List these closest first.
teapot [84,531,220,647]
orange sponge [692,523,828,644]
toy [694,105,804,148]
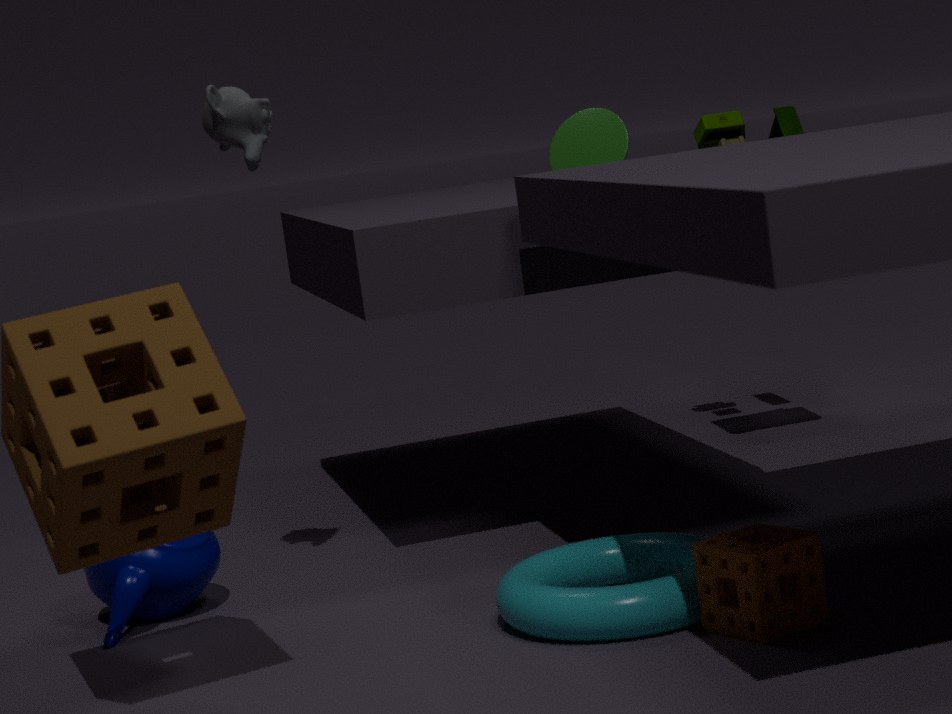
orange sponge [692,523,828,644], teapot [84,531,220,647], toy [694,105,804,148]
